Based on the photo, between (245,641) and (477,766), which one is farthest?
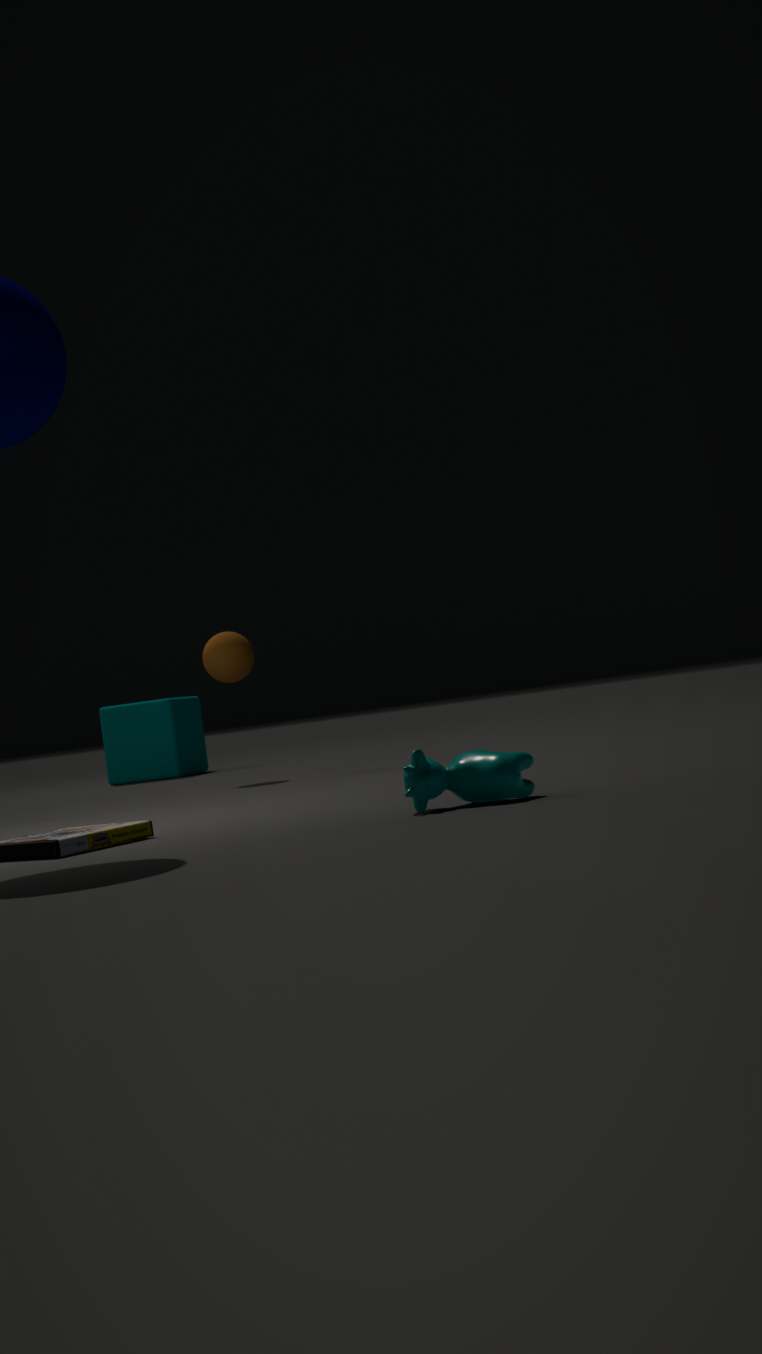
(245,641)
